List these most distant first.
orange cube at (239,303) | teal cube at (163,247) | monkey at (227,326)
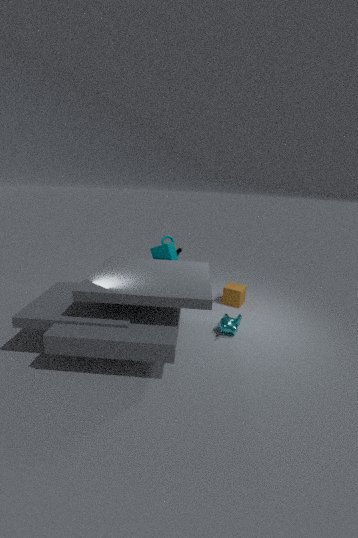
orange cube at (239,303) < teal cube at (163,247) < monkey at (227,326)
